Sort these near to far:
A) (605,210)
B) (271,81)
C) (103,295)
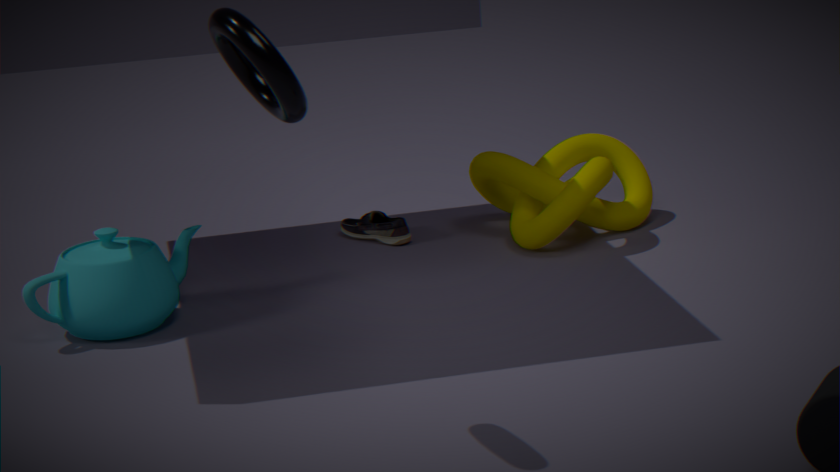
(271,81) → (103,295) → (605,210)
